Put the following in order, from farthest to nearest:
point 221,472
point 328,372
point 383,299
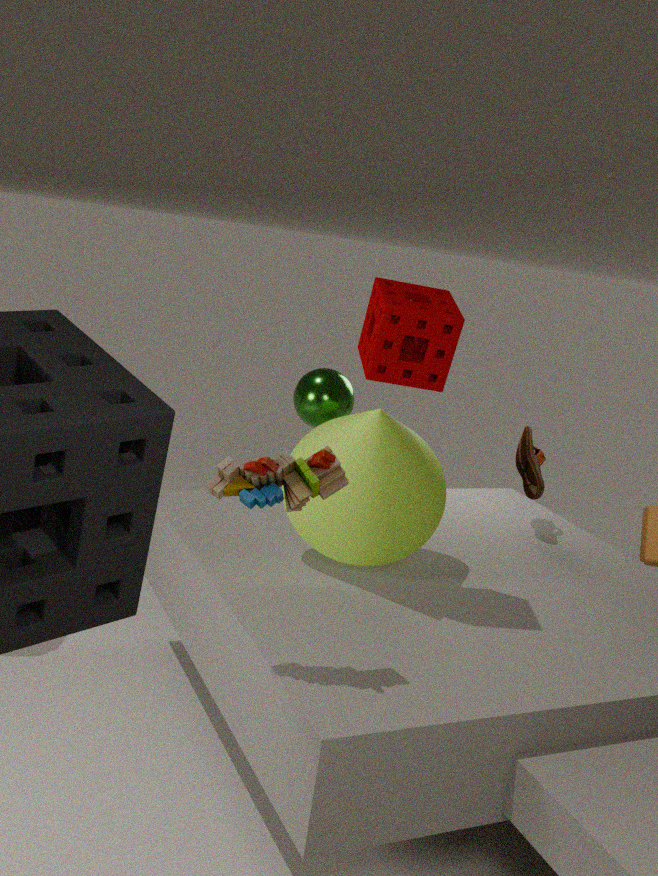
point 328,372 → point 383,299 → point 221,472
